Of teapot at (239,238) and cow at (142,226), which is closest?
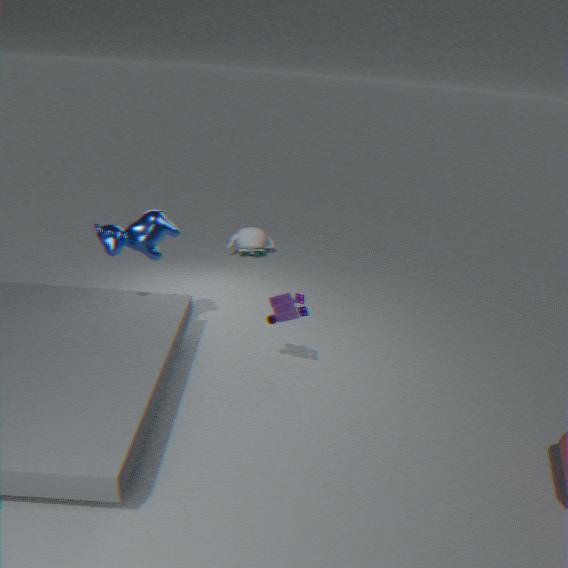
cow at (142,226)
